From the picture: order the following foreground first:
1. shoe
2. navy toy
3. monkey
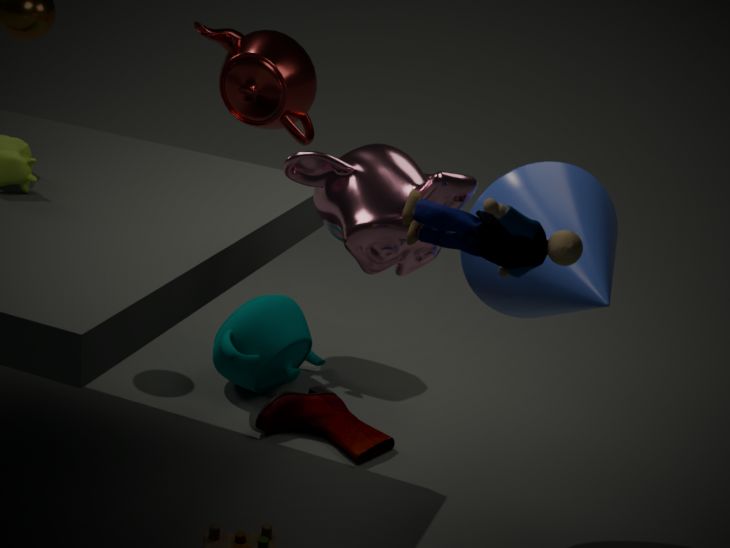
navy toy < monkey < shoe
